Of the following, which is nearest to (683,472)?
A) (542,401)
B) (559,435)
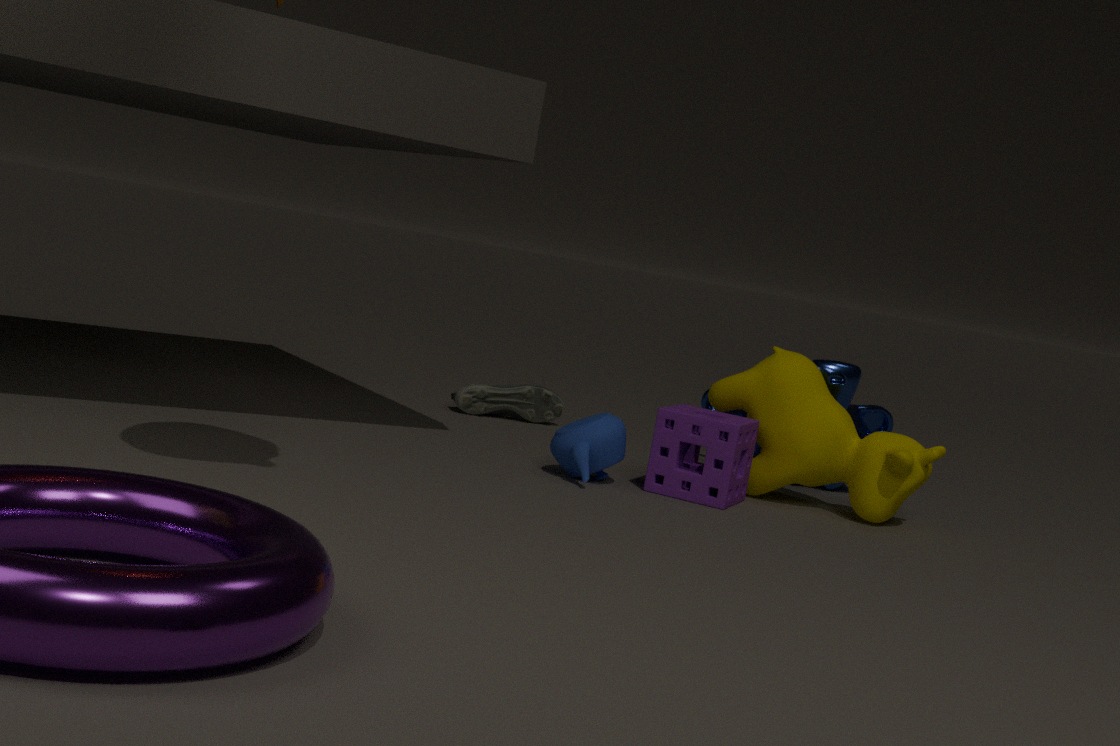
(559,435)
